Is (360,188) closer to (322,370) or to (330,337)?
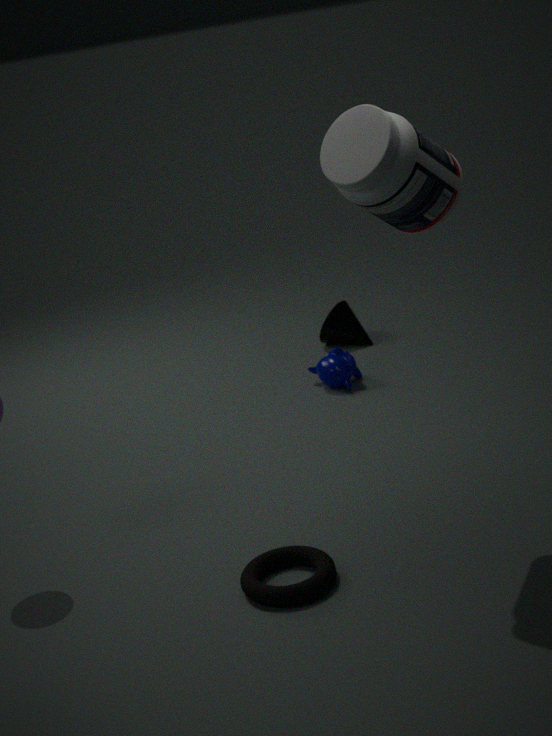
(322,370)
